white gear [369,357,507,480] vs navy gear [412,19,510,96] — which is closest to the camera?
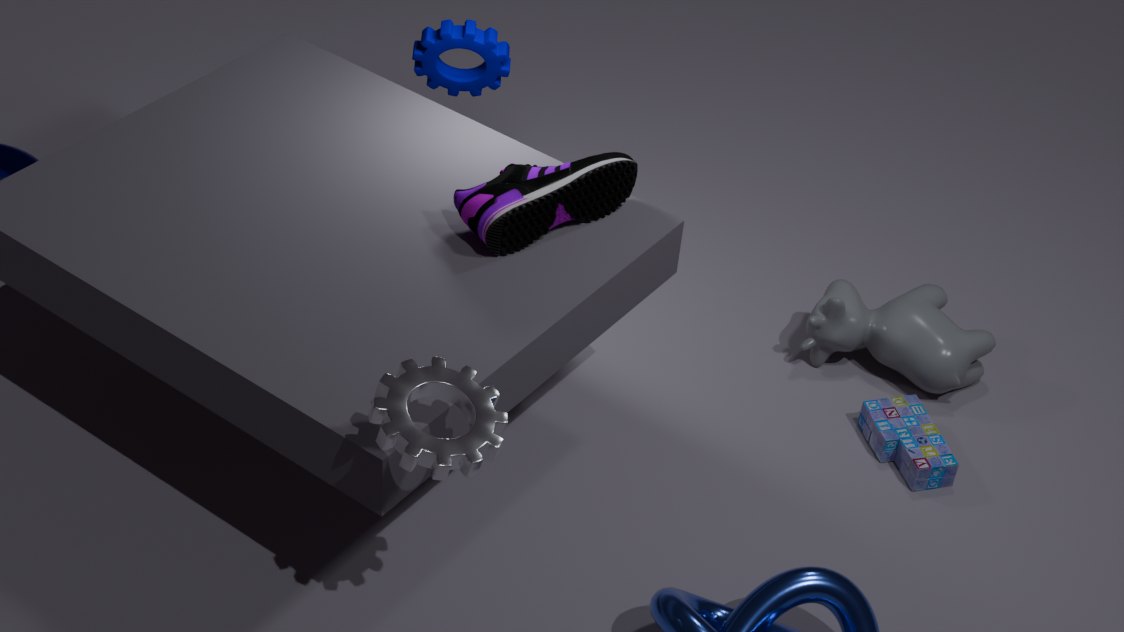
white gear [369,357,507,480]
